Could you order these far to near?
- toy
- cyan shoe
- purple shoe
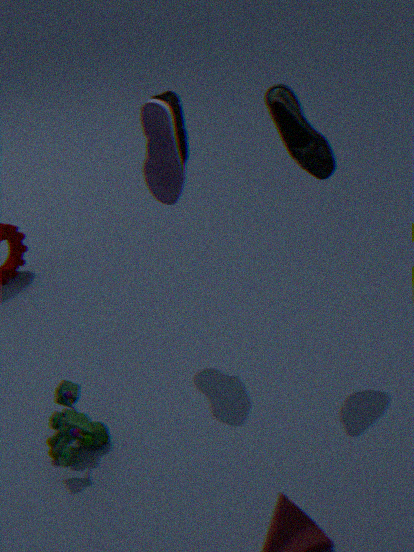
1. purple shoe
2. cyan shoe
3. toy
